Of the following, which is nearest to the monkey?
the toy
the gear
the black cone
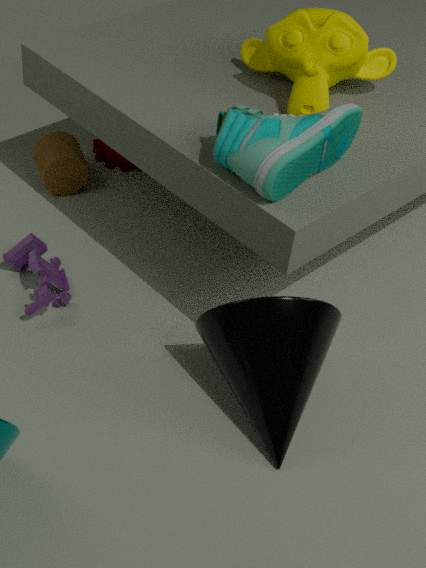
the black cone
